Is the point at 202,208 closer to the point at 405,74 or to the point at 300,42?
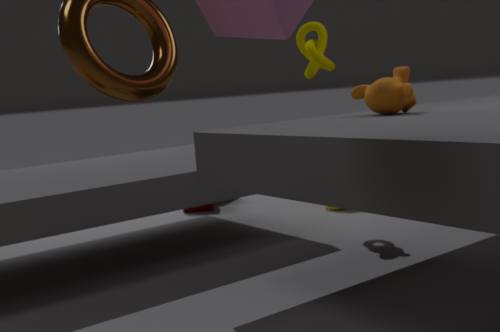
the point at 300,42
